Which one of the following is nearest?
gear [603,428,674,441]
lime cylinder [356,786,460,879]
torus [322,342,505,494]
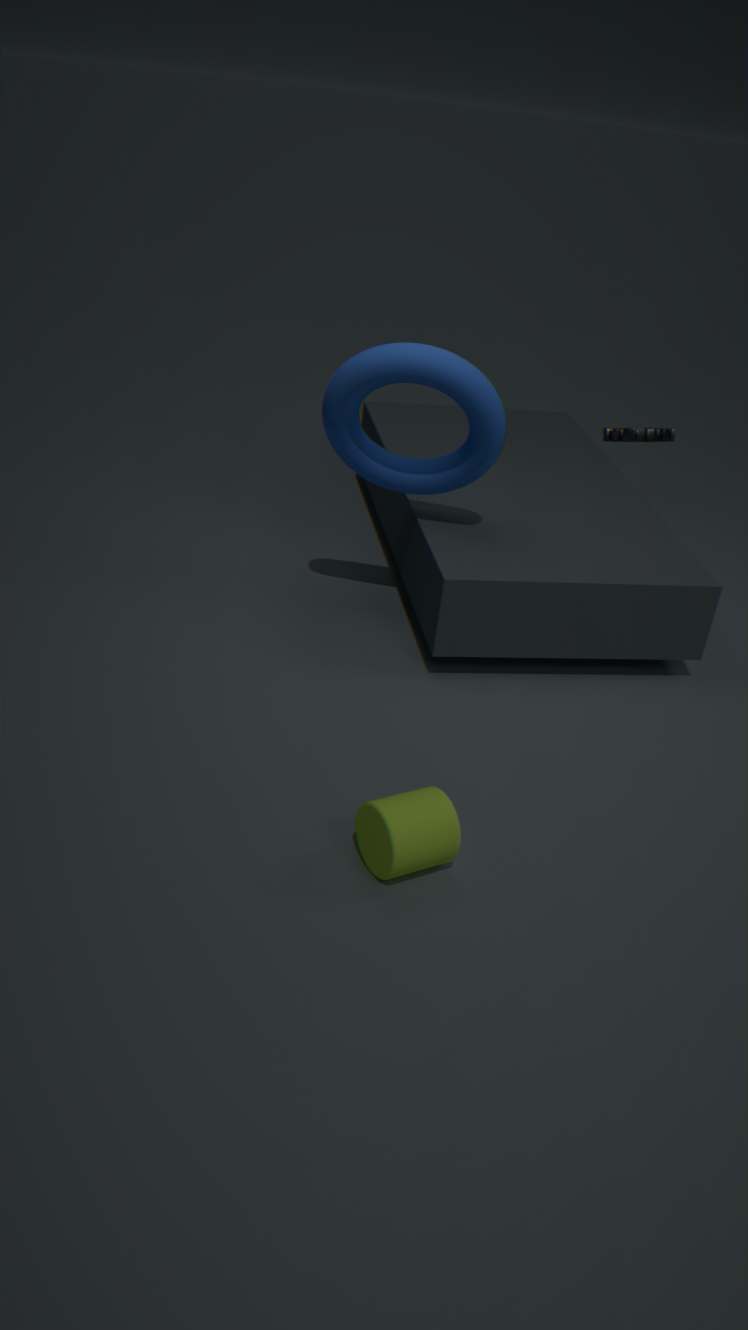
lime cylinder [356,786,460,879]
